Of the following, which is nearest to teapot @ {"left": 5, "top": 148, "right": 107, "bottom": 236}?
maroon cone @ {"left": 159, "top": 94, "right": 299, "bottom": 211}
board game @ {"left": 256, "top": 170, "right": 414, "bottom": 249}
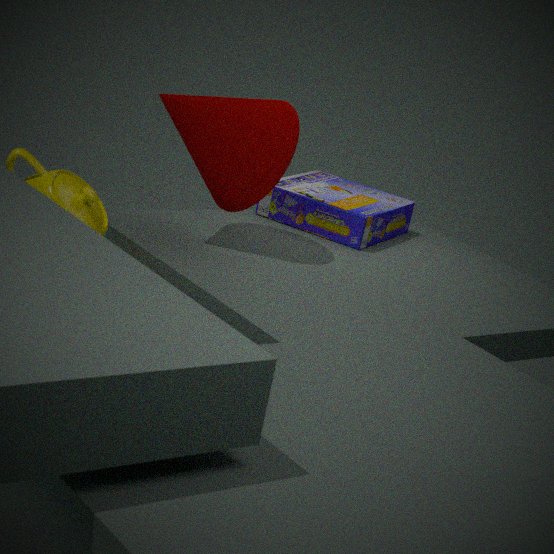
maroon cone @ {"left": 159, "top": 94, "right": 299, "bottom": 211}
